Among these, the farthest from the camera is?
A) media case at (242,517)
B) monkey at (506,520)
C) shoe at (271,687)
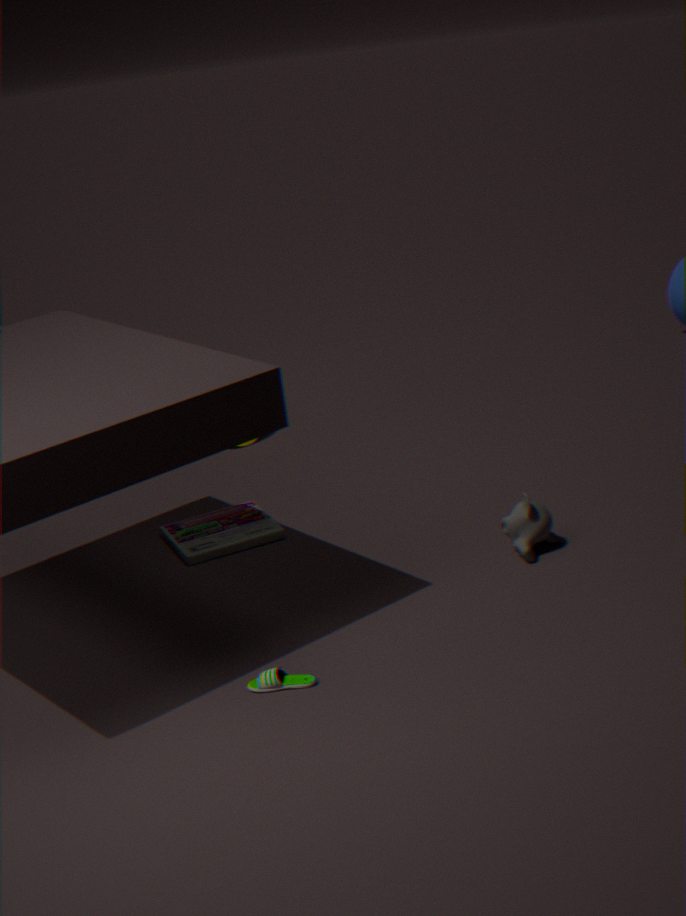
media case at (242,517)
